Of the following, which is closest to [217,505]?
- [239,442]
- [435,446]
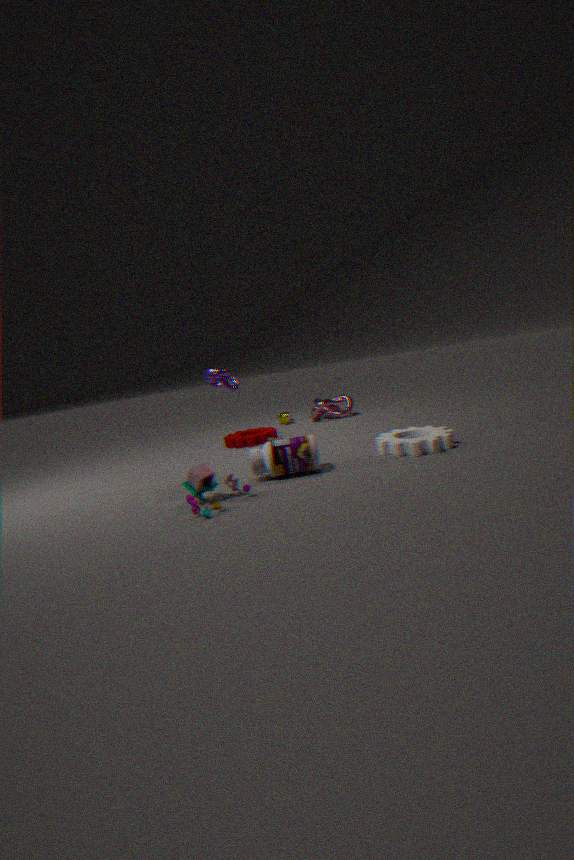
[435,446]
